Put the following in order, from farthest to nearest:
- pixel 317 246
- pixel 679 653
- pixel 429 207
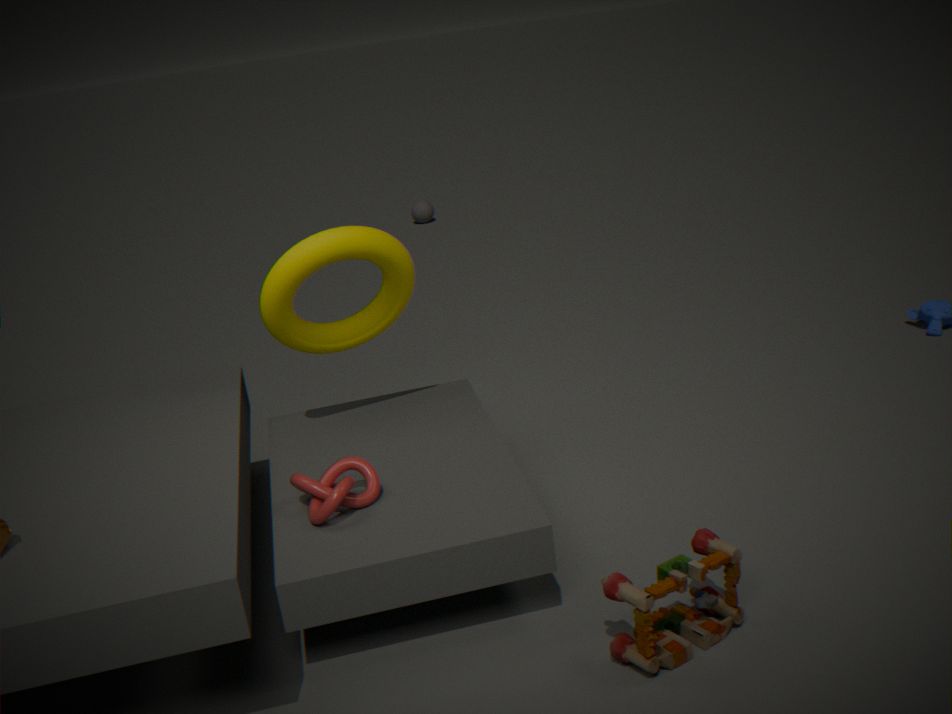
pixel 429 207 < pixel 317 246 < pixel 679 653
